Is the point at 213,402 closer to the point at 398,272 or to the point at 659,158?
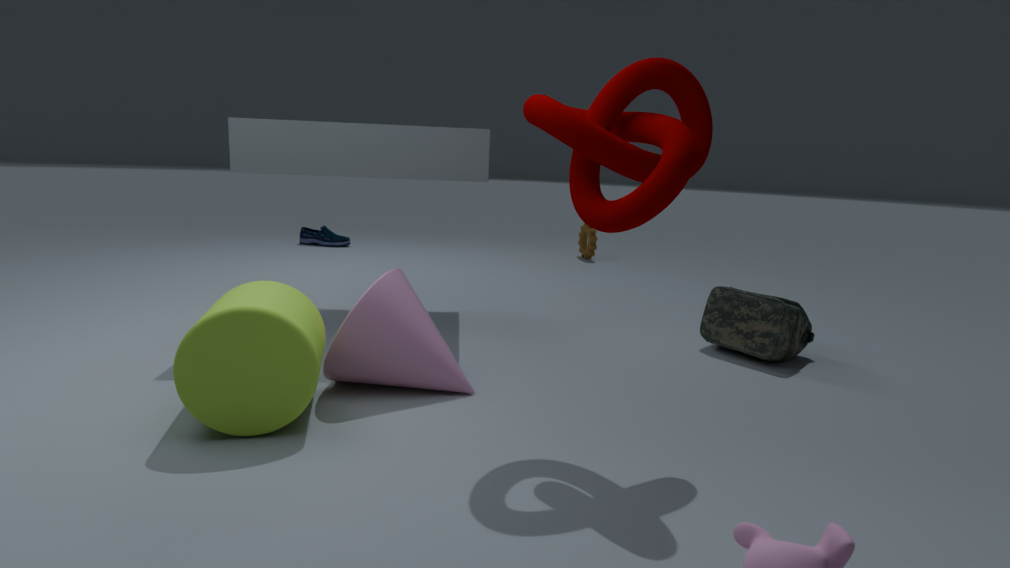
the point at 398,272
